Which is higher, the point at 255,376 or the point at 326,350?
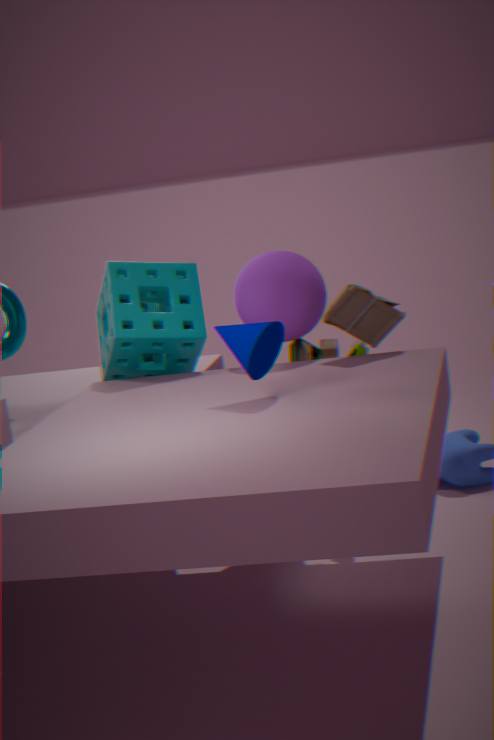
the point at 255,376
